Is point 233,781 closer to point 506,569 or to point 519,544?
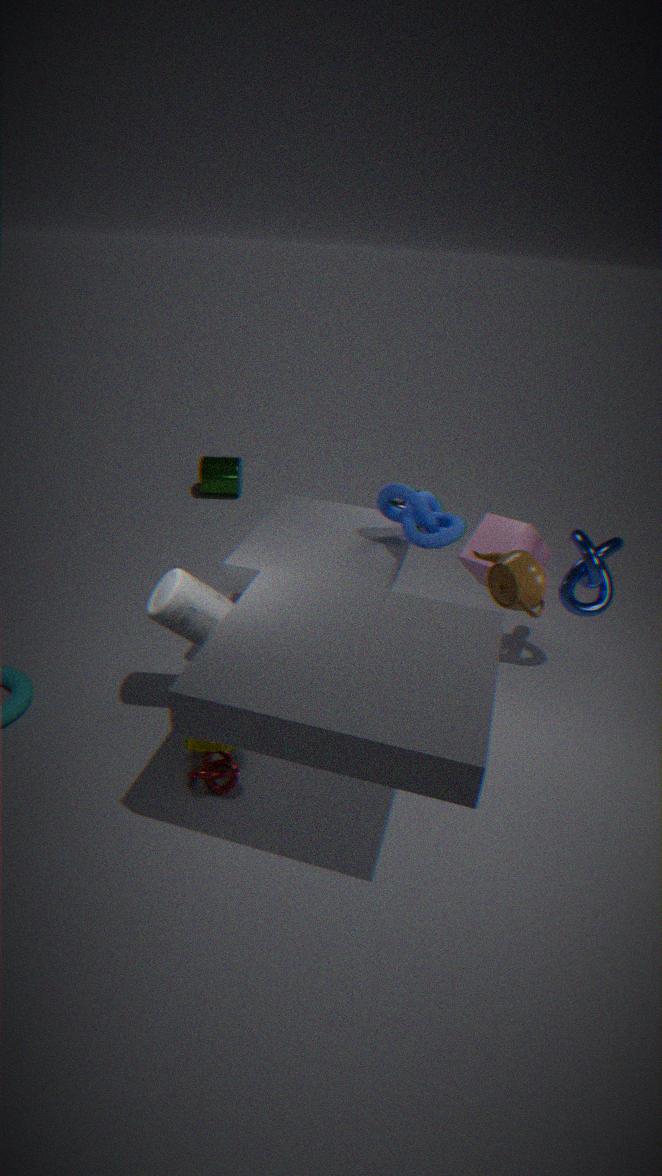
point 506,569
